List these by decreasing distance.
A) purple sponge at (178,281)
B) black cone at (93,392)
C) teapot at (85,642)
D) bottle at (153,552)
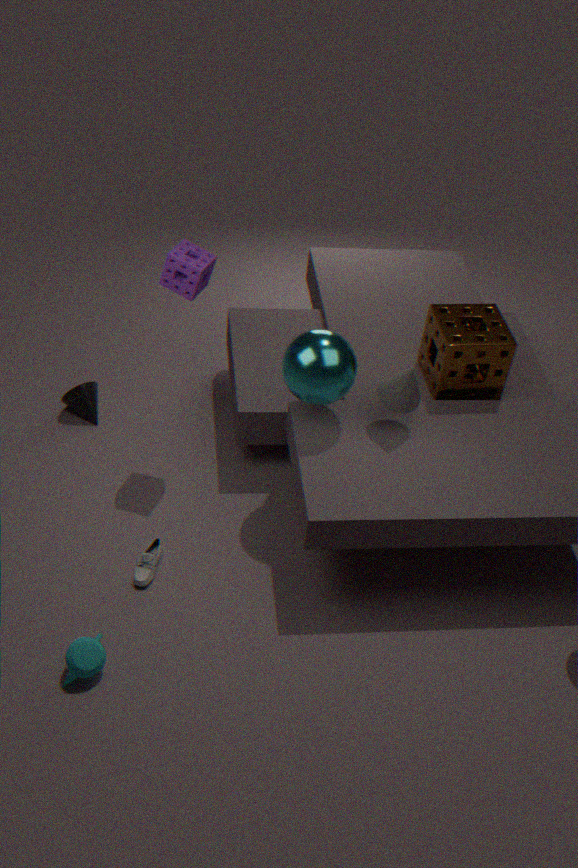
black cone at (93,392)
purple sponge at (178,281)
bottle at (153,552)
teapot at (85,642)
